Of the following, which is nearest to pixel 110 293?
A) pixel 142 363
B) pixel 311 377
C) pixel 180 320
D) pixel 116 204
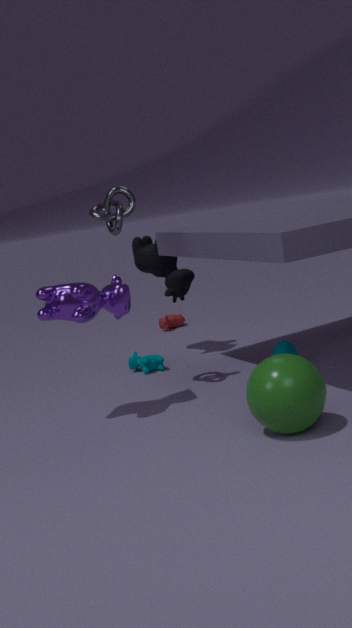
pixel 116 204
